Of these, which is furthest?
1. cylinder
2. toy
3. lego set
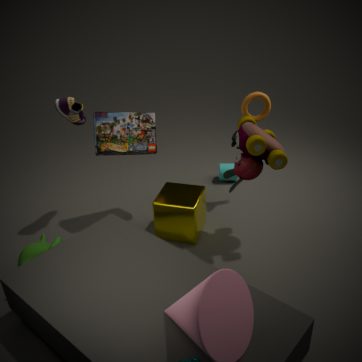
cylinder
